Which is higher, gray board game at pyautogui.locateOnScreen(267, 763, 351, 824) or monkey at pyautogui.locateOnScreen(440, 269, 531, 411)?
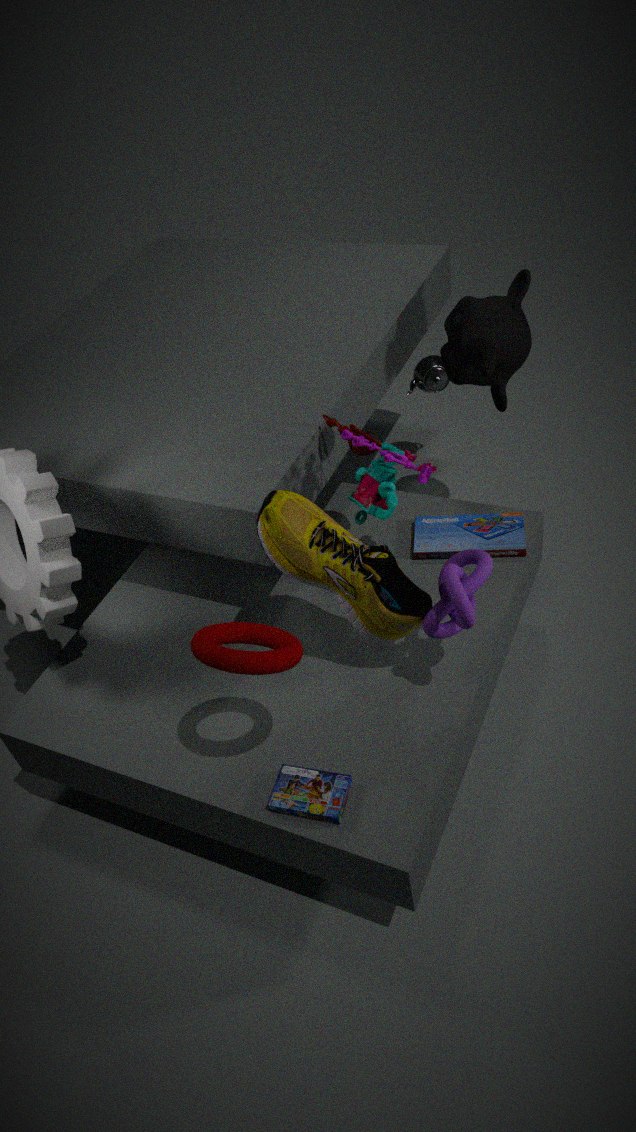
monkey at pyautogui.locateOnScreen(440, 269, 531, 411)
